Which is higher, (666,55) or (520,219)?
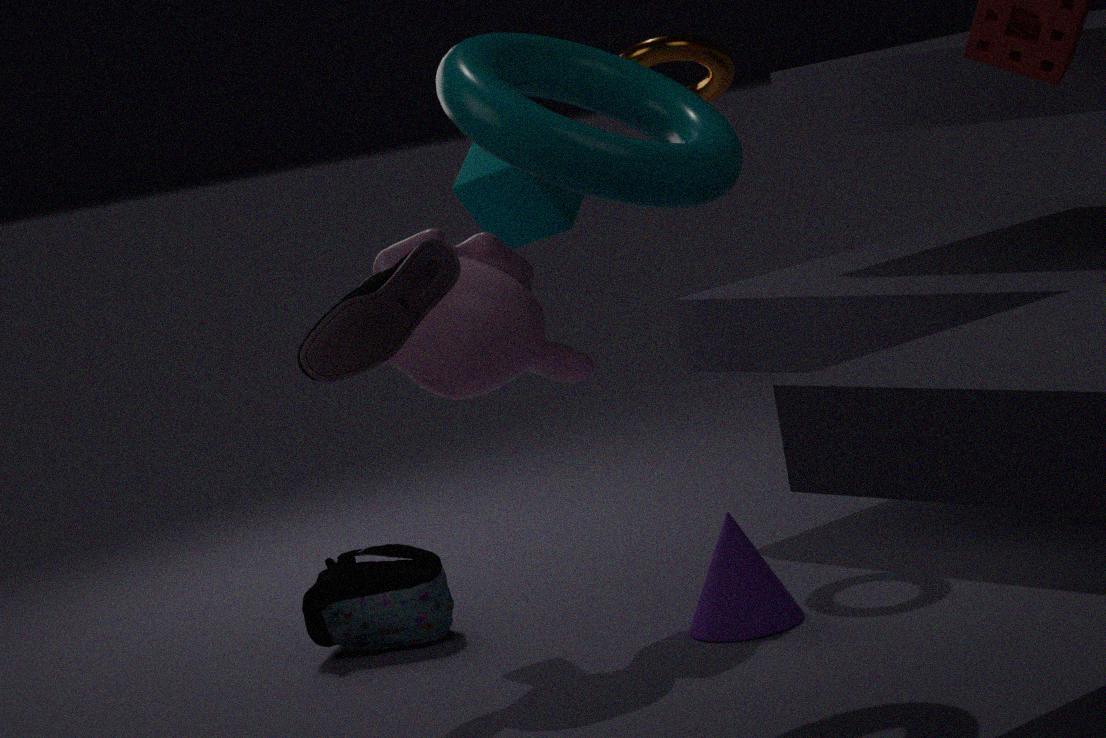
(666,55)
